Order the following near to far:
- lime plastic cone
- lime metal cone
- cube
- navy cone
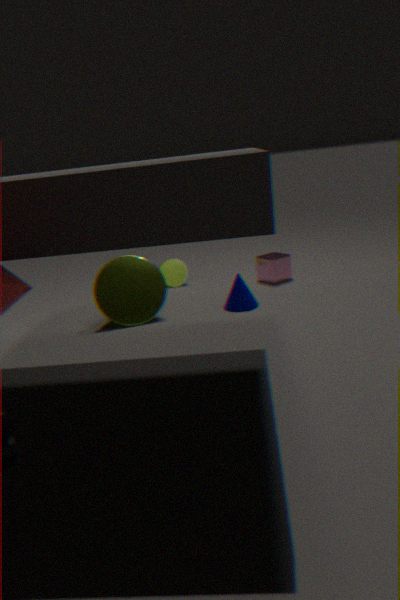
lime metal cone < navy cone < cube < lime plastic cone
